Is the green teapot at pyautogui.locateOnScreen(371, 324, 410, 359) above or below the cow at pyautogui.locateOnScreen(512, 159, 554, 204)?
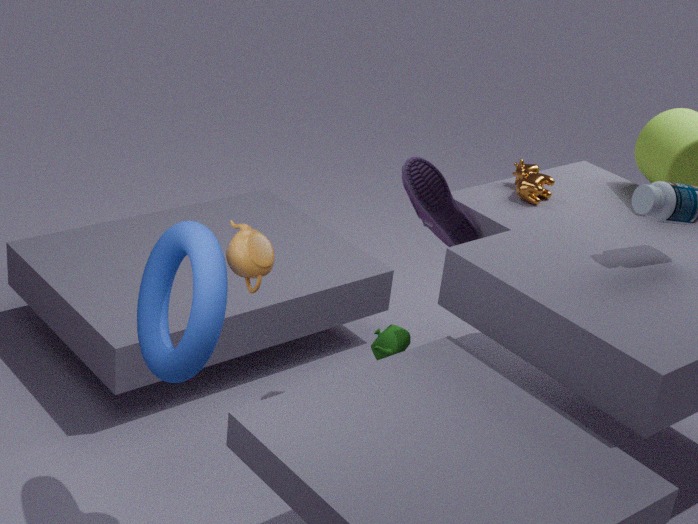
below
